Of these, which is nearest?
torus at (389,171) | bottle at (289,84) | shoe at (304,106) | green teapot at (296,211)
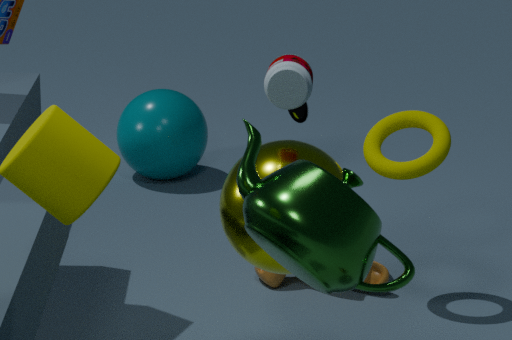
green teapot at (296,211)
